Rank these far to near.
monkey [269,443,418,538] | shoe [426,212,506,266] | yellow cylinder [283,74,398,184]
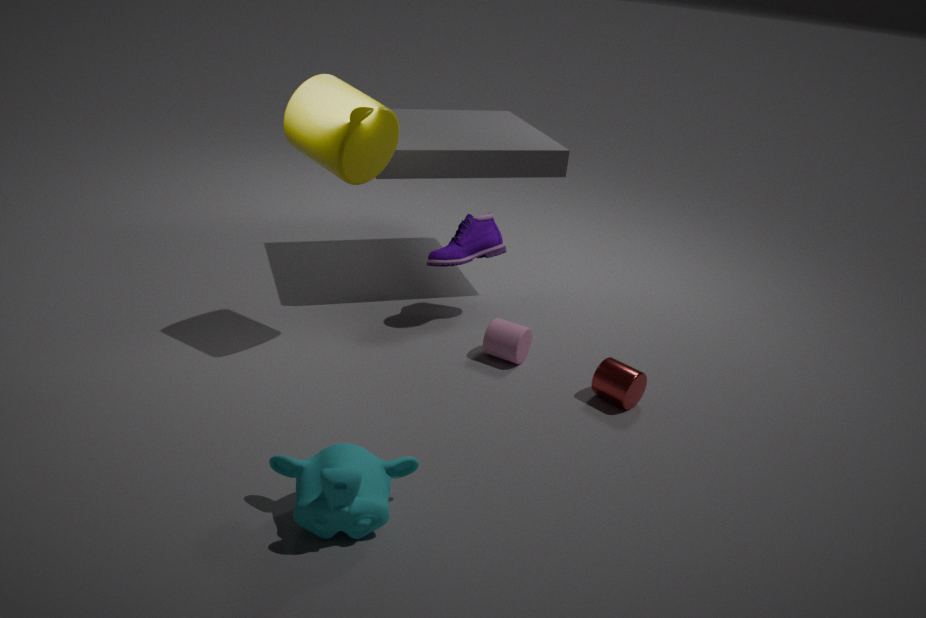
shoe [426,212,506,266], yellow cylinder [283,74,398,184], monkey [269,443,418,538]
